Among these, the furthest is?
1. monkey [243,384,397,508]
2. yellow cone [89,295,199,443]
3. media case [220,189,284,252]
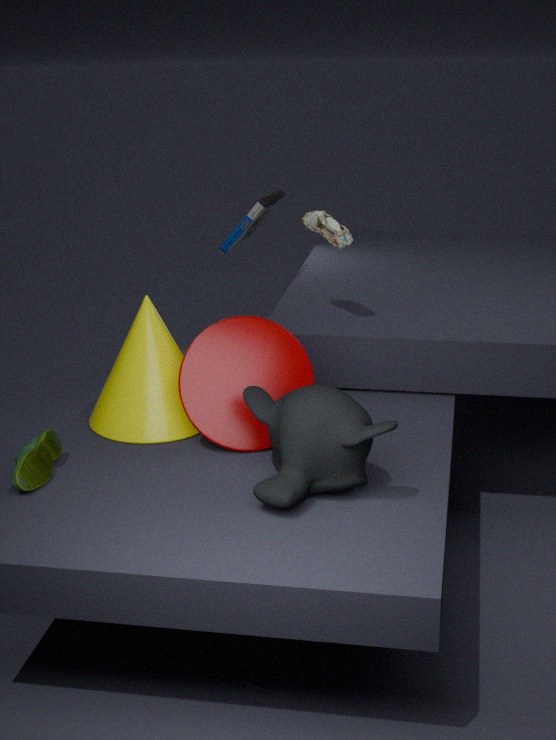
media case [220,189,284,252]
